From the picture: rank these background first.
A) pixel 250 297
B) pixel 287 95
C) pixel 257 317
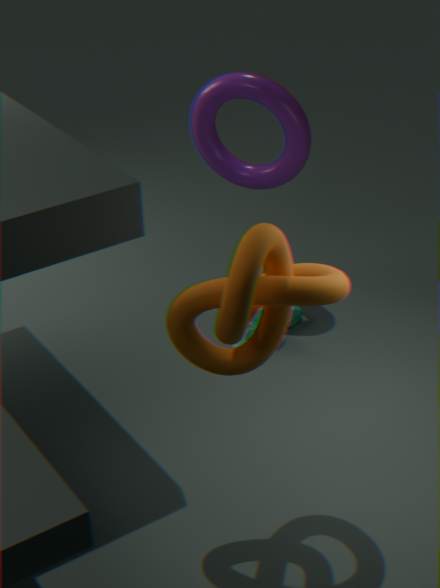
pixel 287 95
pixel 257 317
pixel 250 297
